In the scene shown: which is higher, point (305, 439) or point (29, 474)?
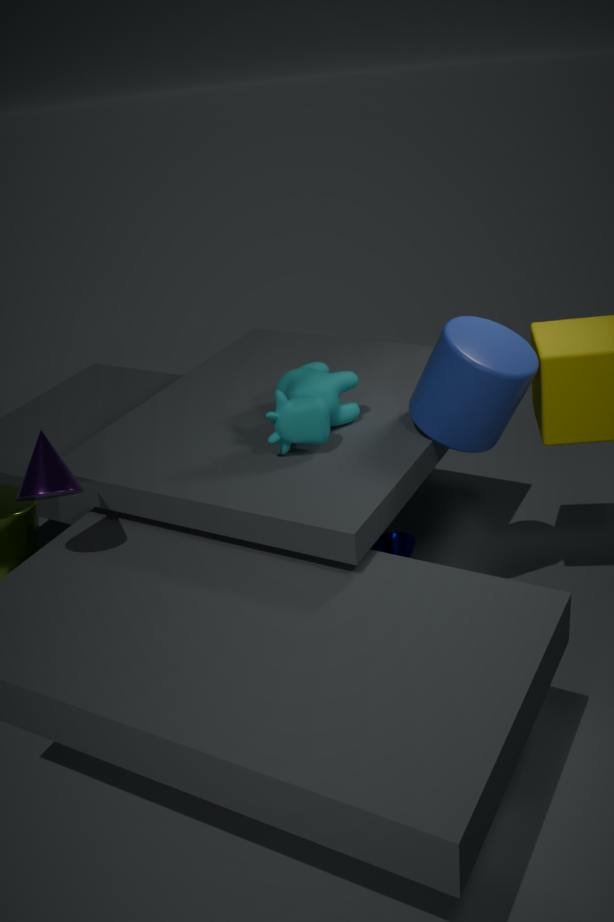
point (29, 474)
